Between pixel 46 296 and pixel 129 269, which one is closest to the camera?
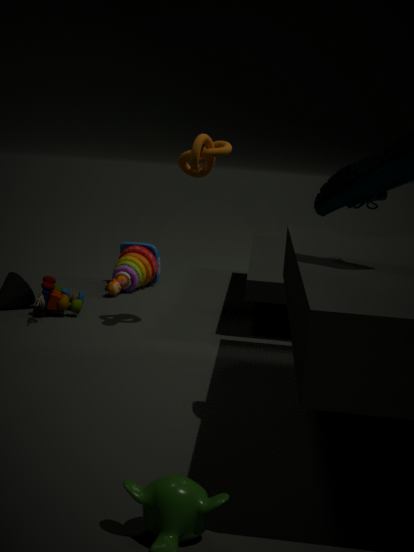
pixel 46 296
